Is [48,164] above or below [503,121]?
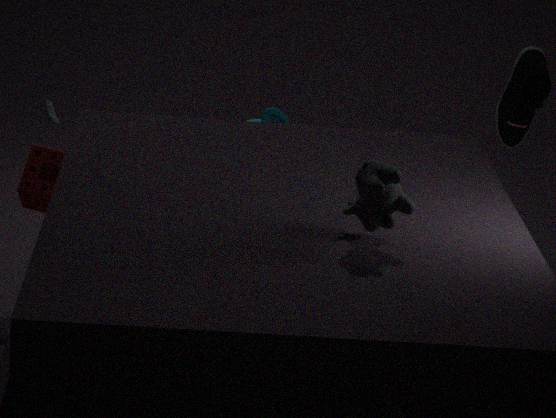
below
